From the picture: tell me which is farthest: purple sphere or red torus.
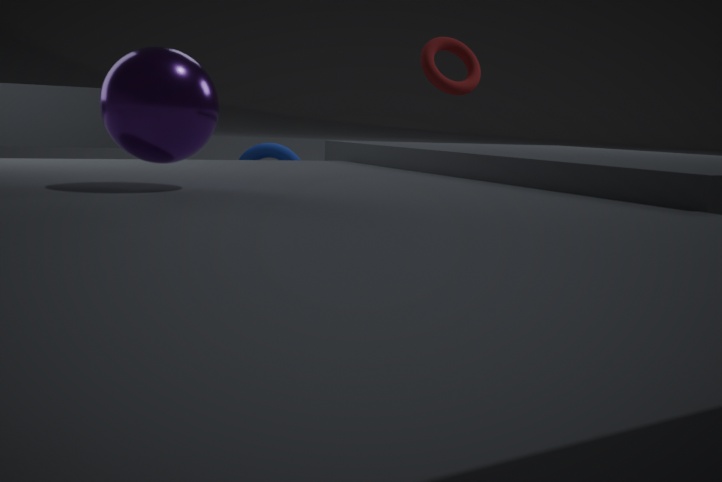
red torus
